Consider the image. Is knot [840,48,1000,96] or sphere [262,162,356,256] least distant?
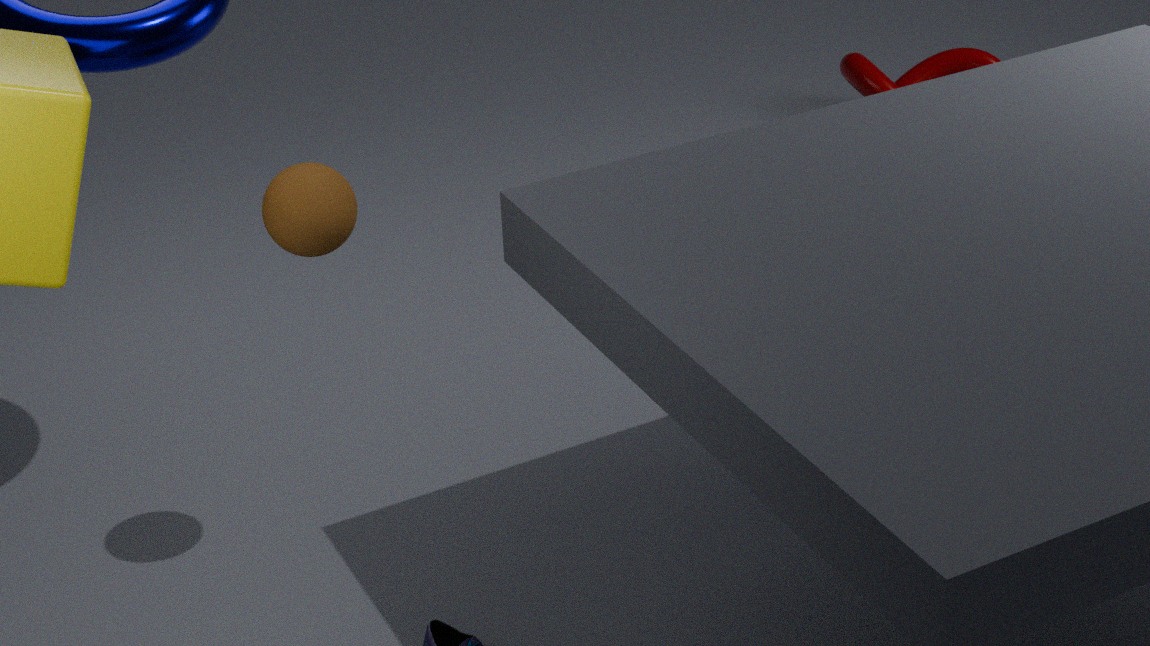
sphere [262,162,356,256]
